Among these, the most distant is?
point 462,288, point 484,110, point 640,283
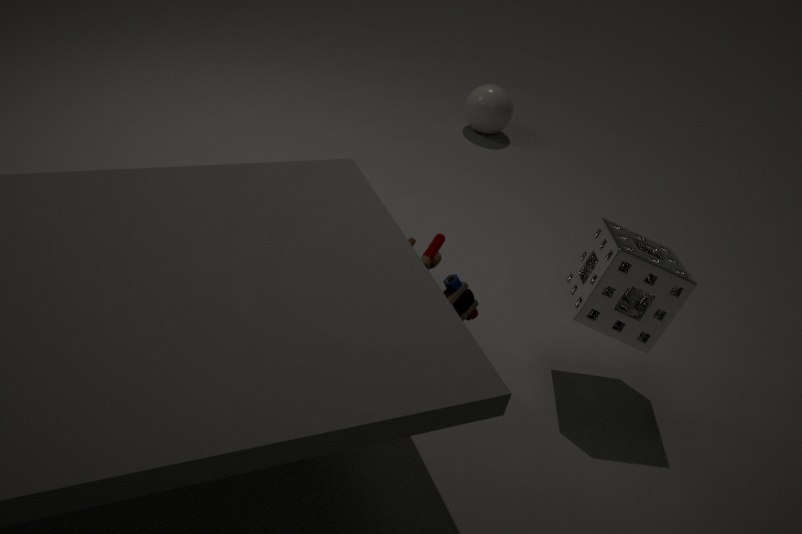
point 484,110
